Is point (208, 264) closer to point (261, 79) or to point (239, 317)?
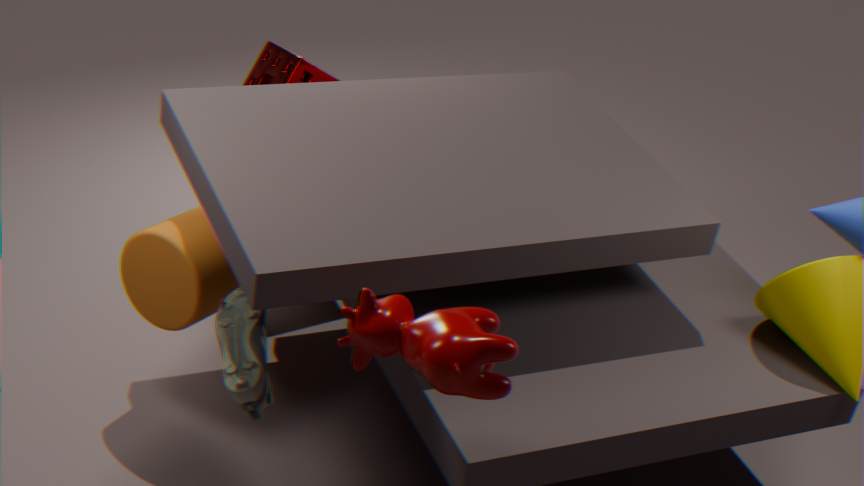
point (239, 317)
